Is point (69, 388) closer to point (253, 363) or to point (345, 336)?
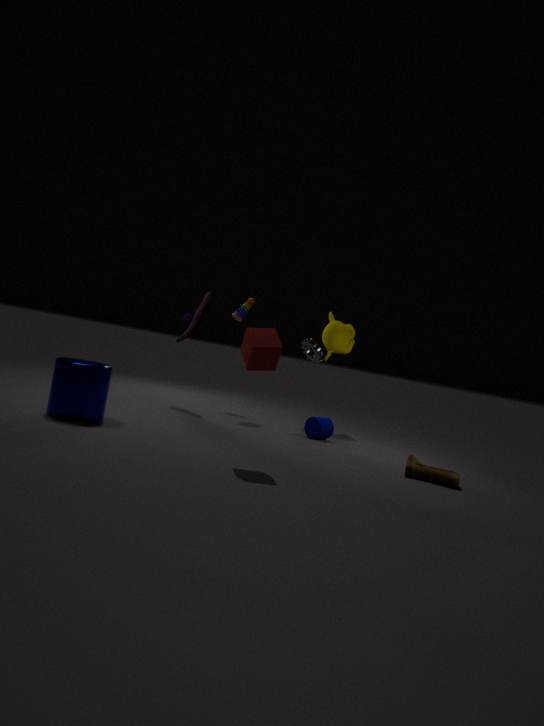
point (253, 363)
